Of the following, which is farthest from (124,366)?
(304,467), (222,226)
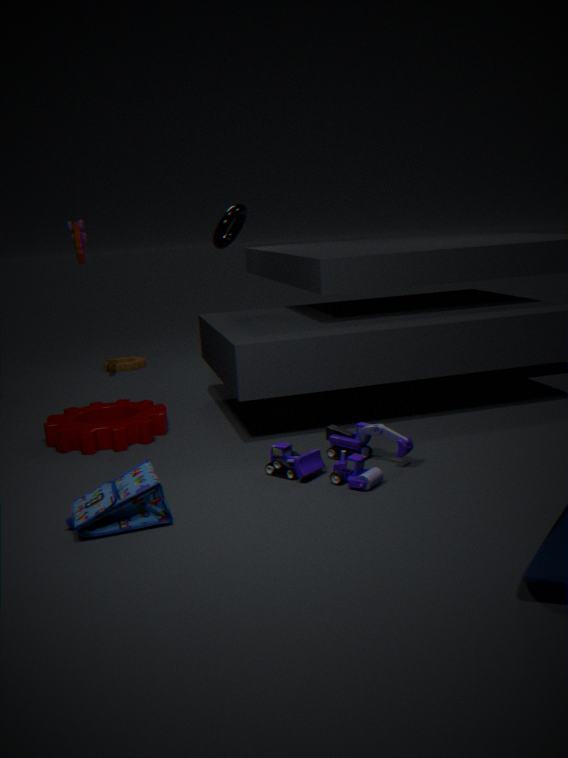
(304,467)
